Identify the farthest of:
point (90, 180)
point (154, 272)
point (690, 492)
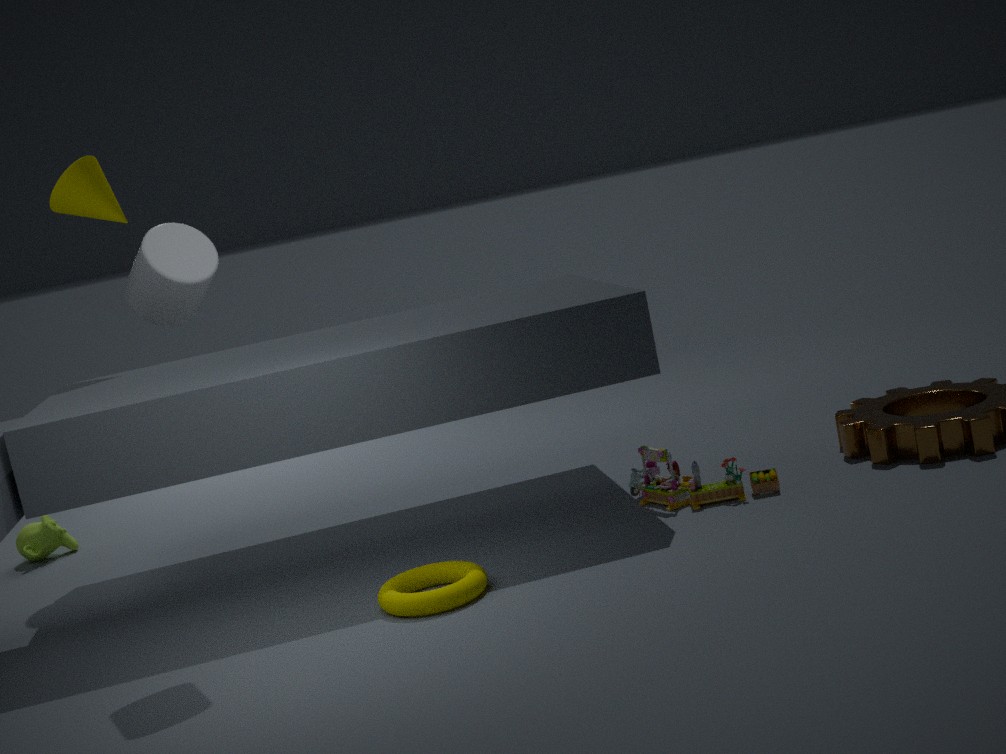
point (90, 180)
